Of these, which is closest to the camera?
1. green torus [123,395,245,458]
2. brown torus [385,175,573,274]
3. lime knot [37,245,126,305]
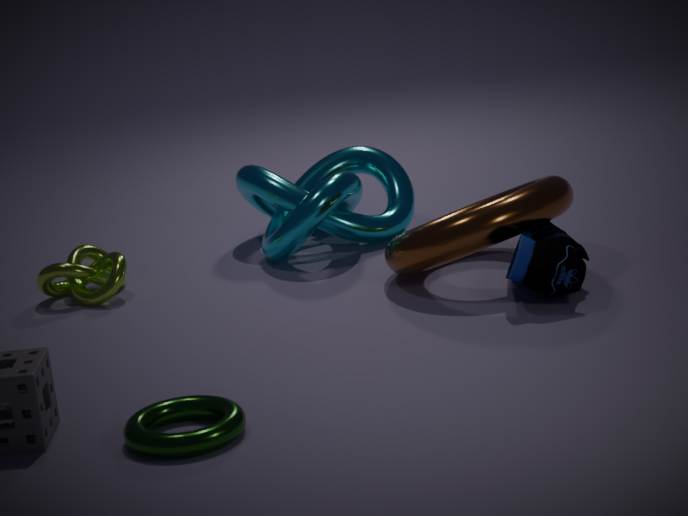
green torus [123,395,245,458]
